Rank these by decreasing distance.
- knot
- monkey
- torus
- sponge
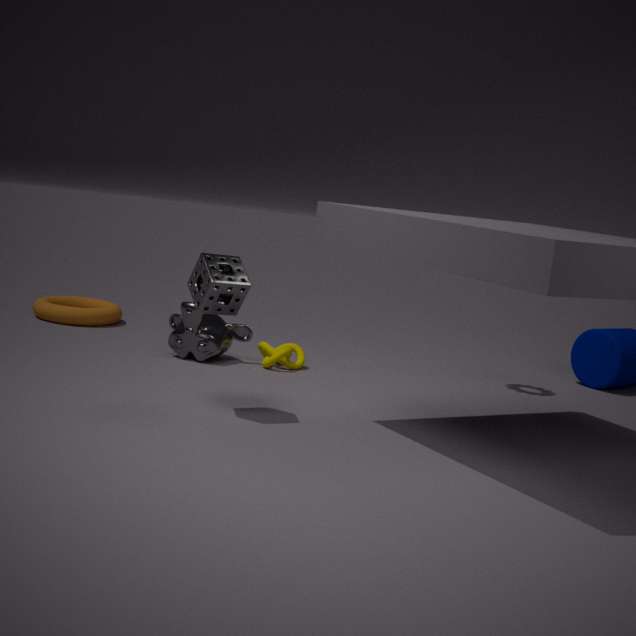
torus < knot < monkey < sponge
